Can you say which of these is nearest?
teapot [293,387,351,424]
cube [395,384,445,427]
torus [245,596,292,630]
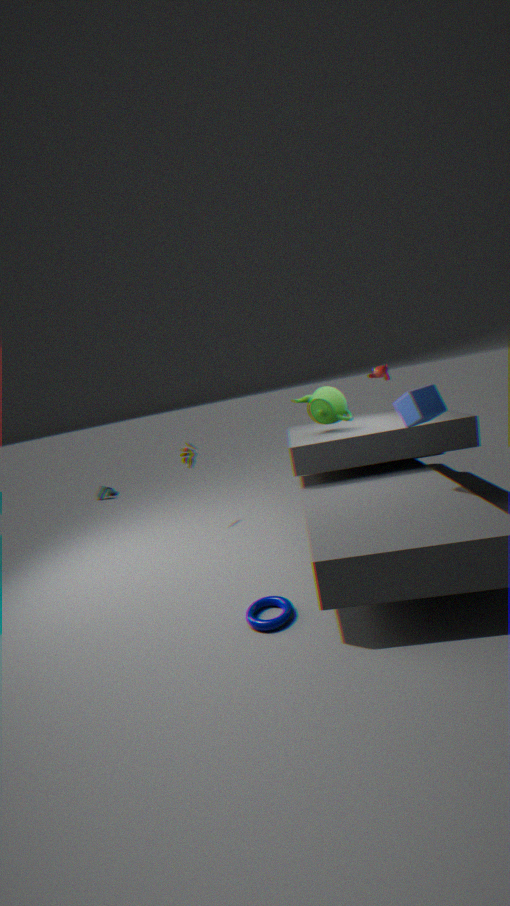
torus [245,596,292,630]
